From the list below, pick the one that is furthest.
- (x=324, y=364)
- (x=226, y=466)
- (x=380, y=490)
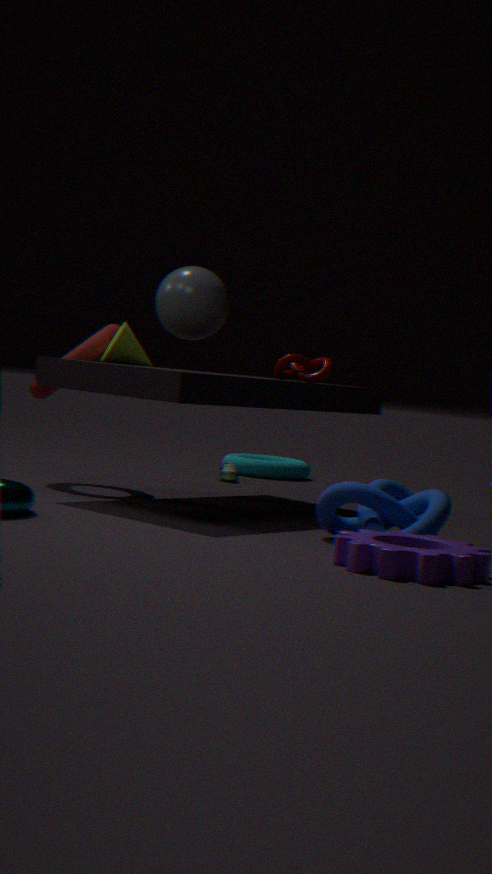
(x=226, y=466)
